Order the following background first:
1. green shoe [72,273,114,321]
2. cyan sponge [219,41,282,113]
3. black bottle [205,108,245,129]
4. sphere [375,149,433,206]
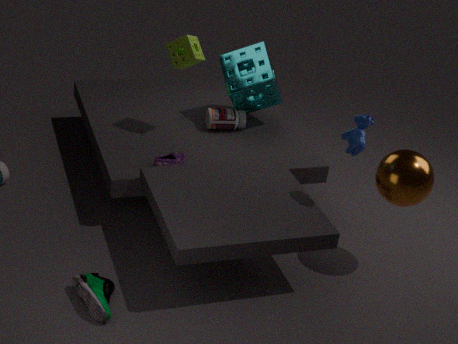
black bottle [205,108,245,129]
cyan sponge [219,41,282,113]
sphere [375,149,433,206]
green shoe [72,273,114,321]
